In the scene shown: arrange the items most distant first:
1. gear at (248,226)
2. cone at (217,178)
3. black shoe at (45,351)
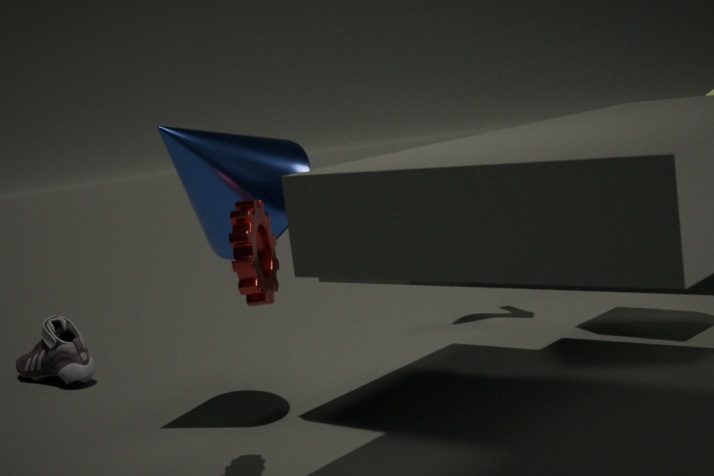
1. black shoe at (45,351)
2. cone at (217,178)
3. gear at (248,226)
